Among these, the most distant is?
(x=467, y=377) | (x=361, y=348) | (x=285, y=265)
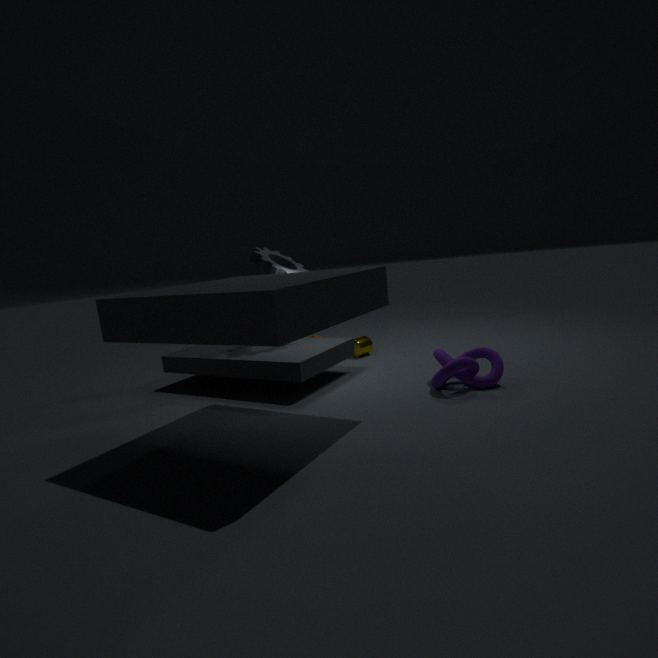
(x=361, y=348)
